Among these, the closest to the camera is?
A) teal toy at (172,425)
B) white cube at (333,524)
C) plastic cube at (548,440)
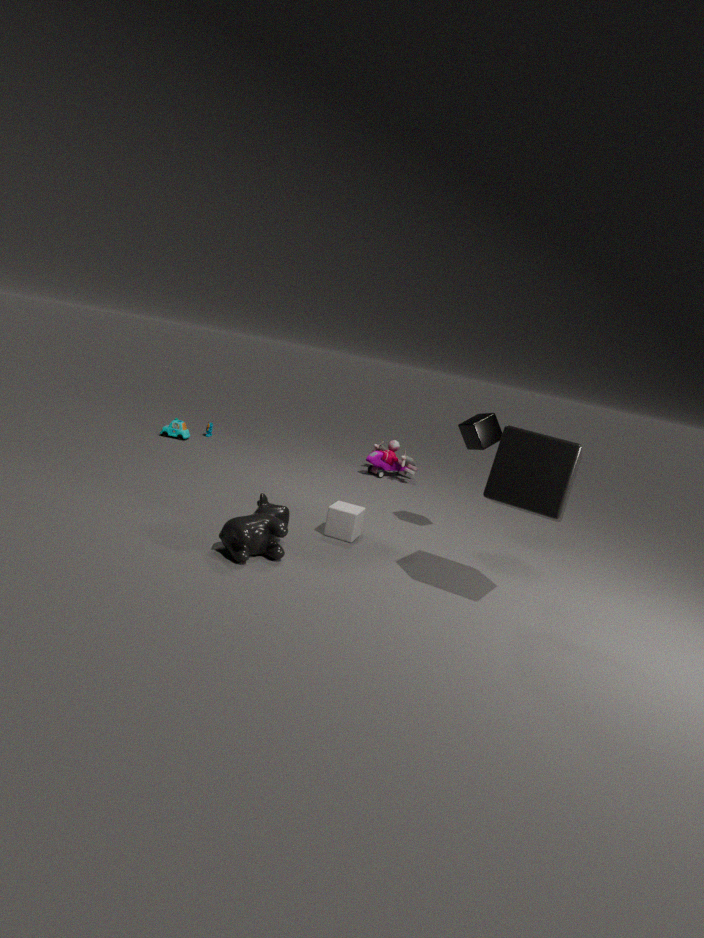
C. plastic cube at (548,440)
